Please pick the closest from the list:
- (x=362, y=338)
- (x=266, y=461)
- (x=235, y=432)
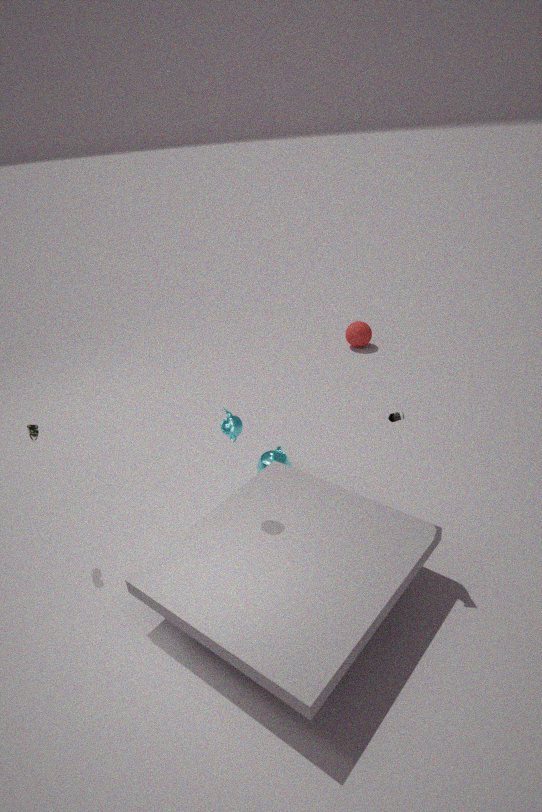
(x=235, y=432)
